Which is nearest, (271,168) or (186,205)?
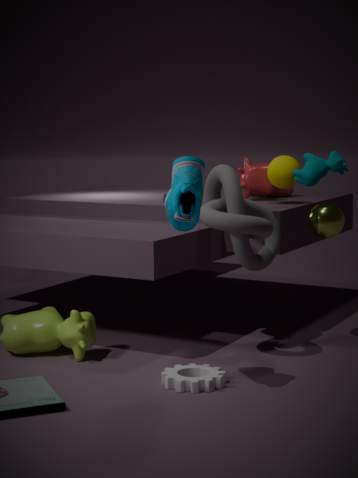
(186,205)
